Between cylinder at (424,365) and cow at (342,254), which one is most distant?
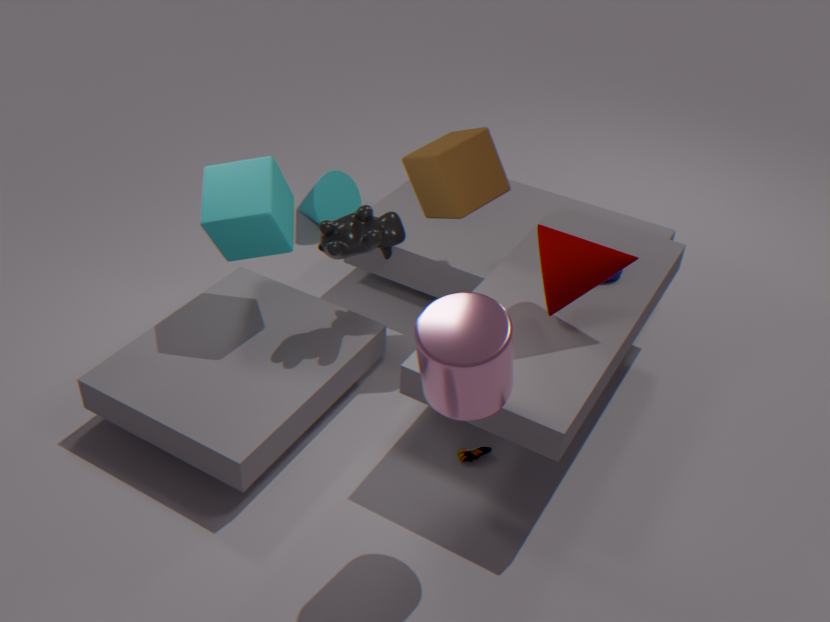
cow at (342,254)
